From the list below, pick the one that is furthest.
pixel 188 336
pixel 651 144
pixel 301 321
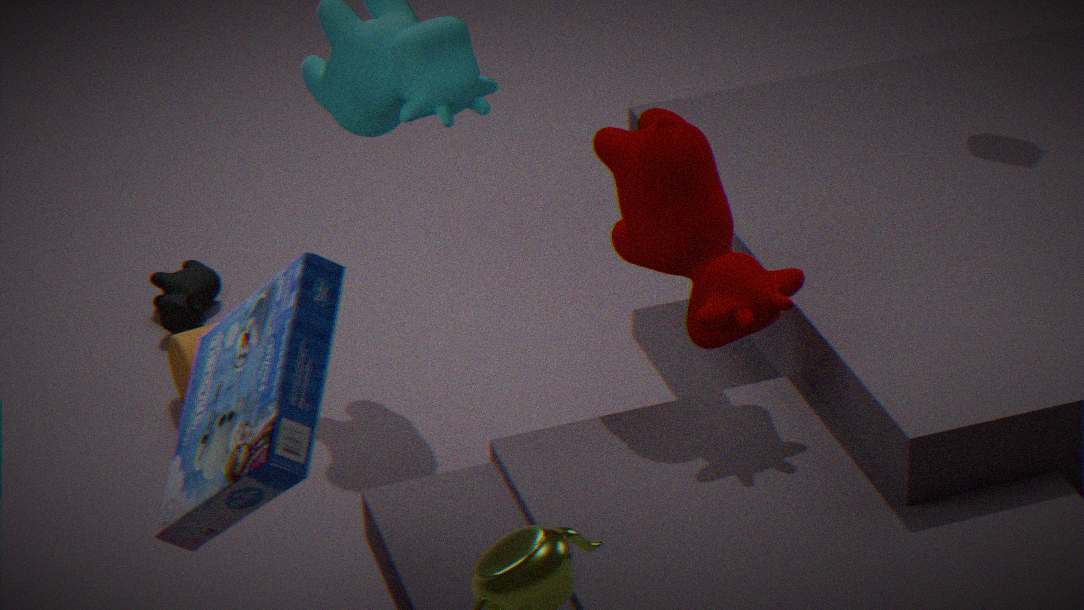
pixel 188 336
